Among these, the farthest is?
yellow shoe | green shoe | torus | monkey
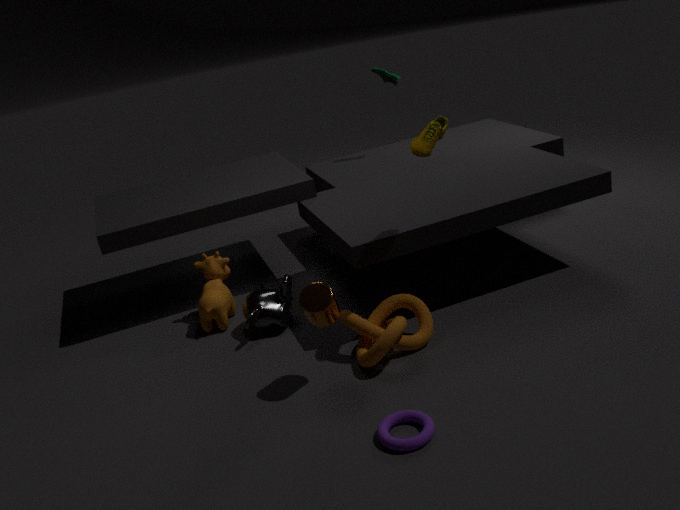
green shoe
